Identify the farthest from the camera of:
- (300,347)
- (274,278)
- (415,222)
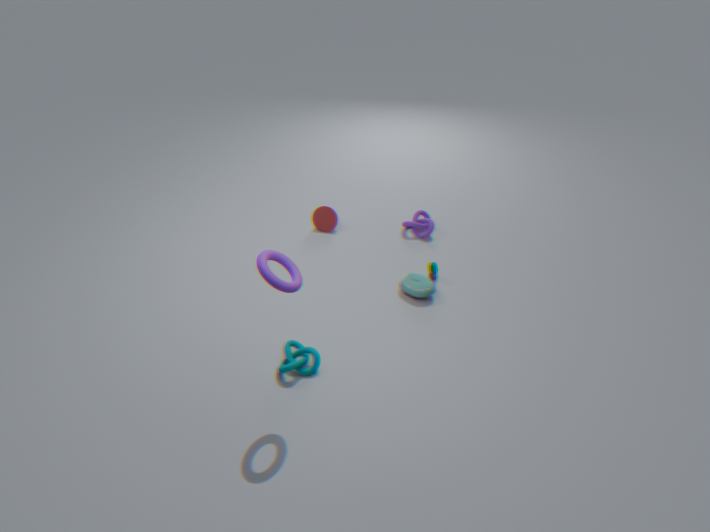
(415,222)
